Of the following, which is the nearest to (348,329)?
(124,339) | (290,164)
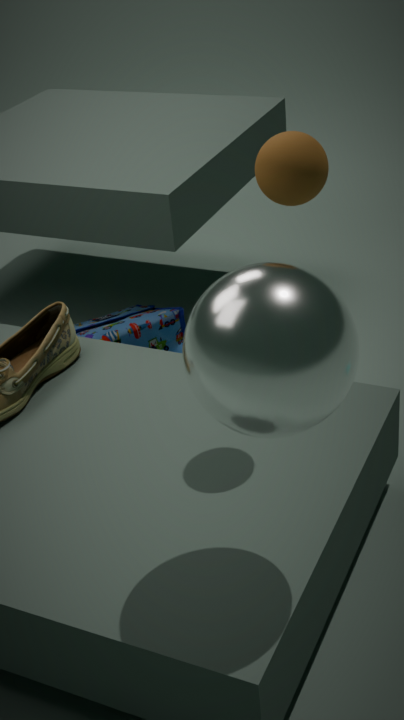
(290,164)
